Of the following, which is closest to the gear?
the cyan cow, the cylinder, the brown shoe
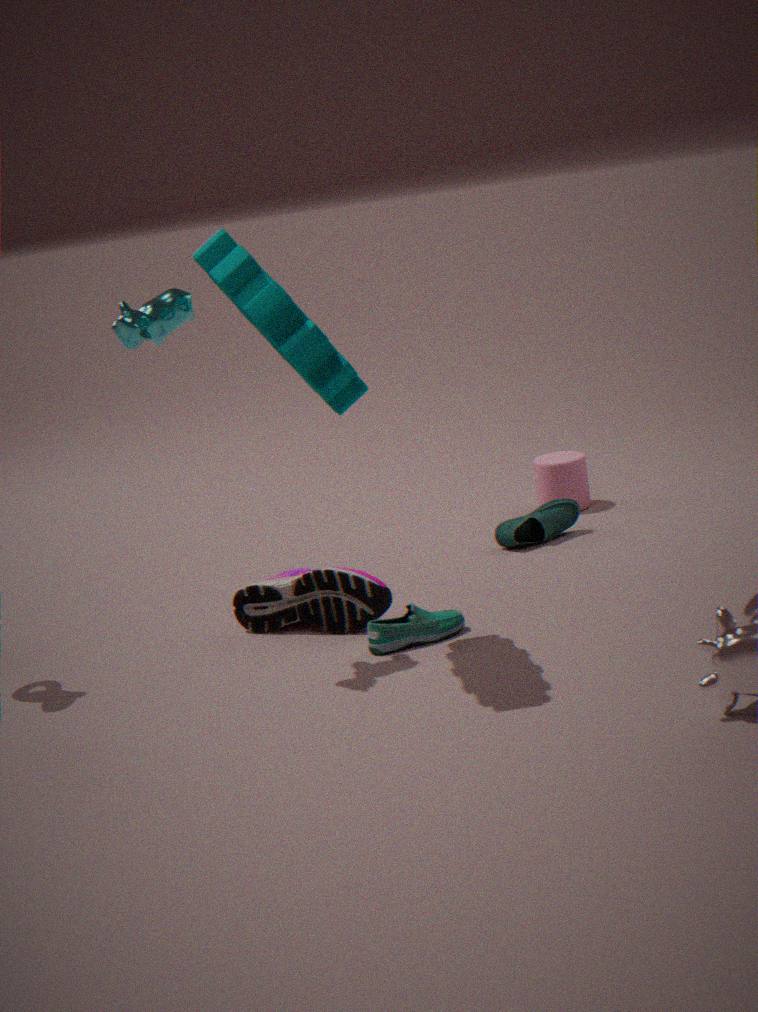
the cyan cow
